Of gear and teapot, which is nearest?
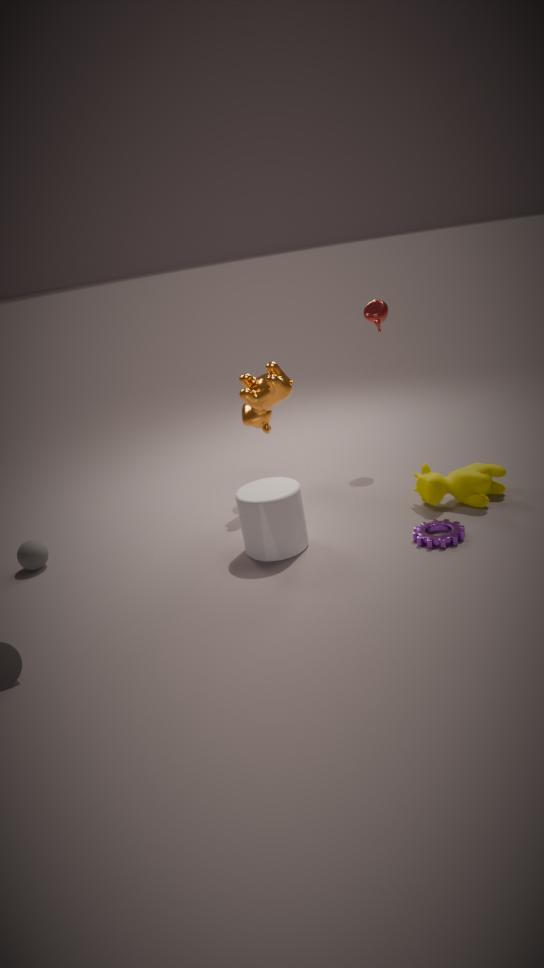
gear
